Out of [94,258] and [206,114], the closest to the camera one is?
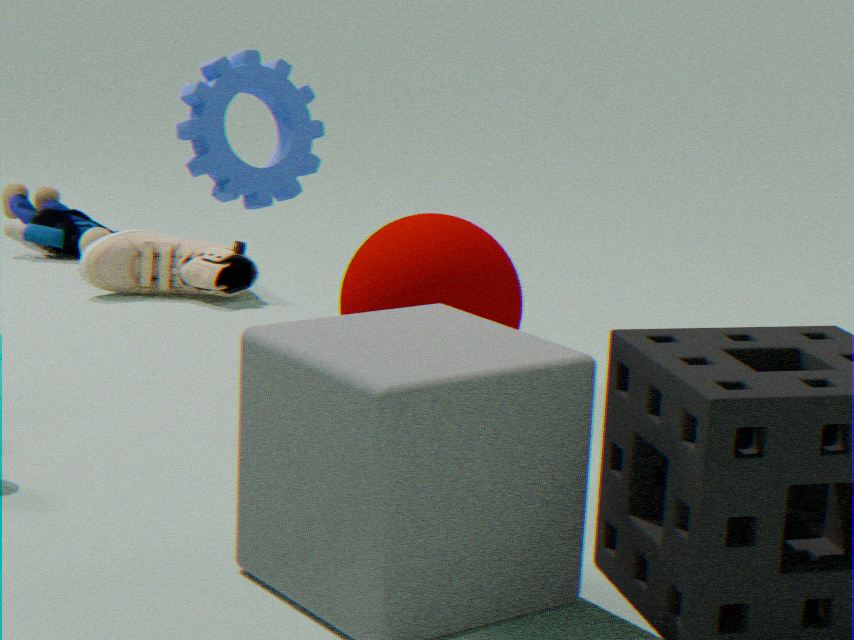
[206,114]
